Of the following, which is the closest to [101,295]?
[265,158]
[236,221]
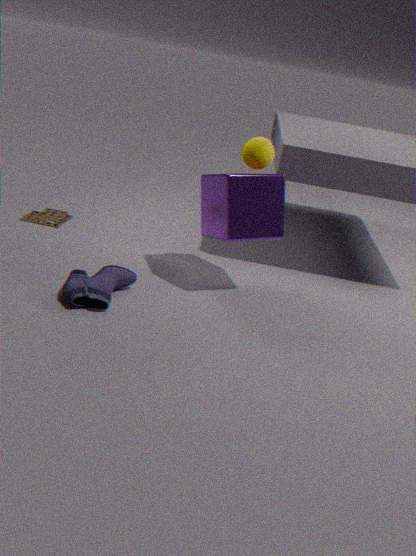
[236,221]
